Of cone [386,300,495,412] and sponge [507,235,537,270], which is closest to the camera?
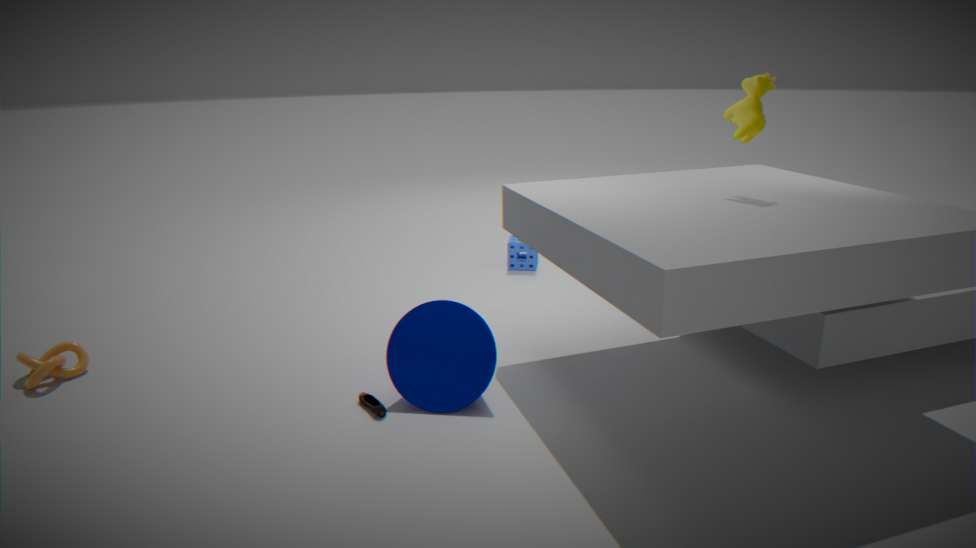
cone [386,300,495,412]
